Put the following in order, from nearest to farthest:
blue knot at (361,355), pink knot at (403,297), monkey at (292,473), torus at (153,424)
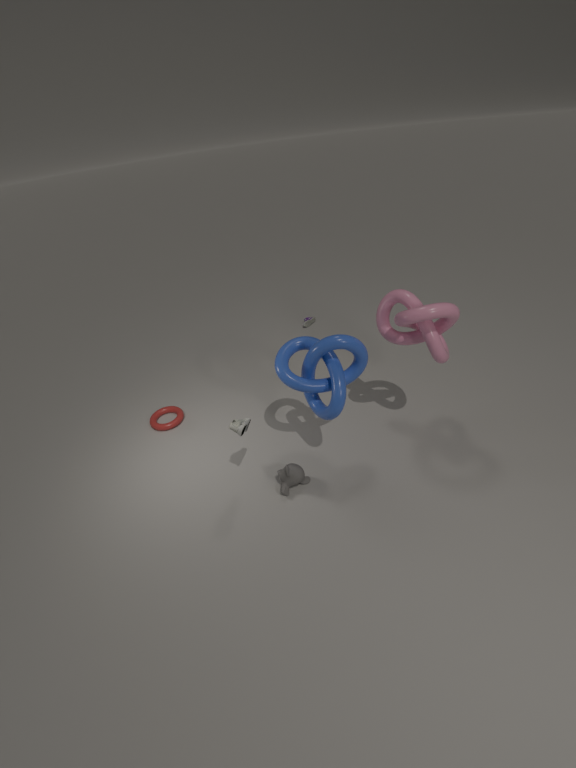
pink knot at (403,297) < blue knot at (361,355) < monkey at (292,473) < torus at (153,424)
